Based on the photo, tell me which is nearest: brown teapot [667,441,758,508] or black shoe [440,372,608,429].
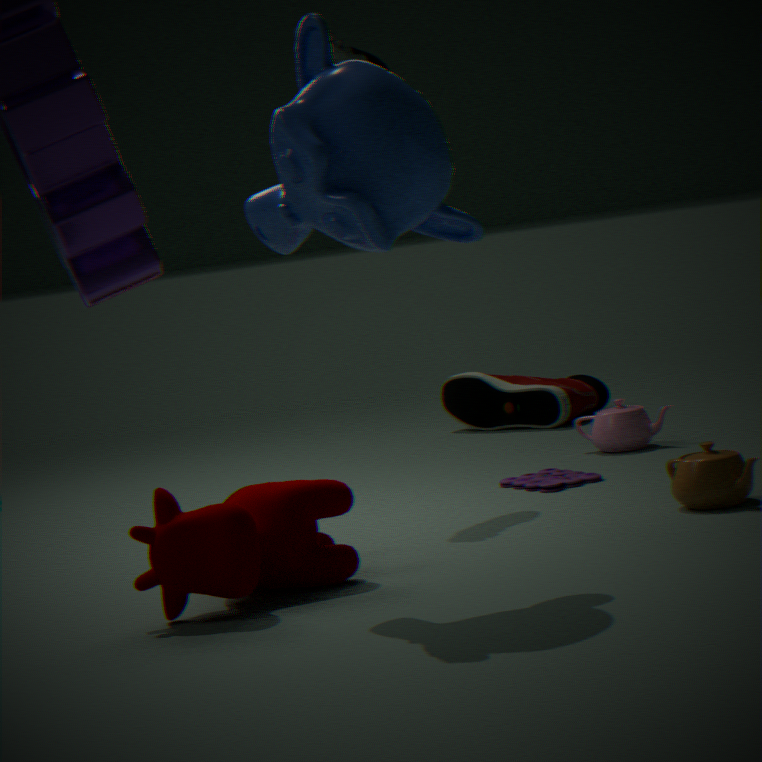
brown teapot [667,441,758,508]
